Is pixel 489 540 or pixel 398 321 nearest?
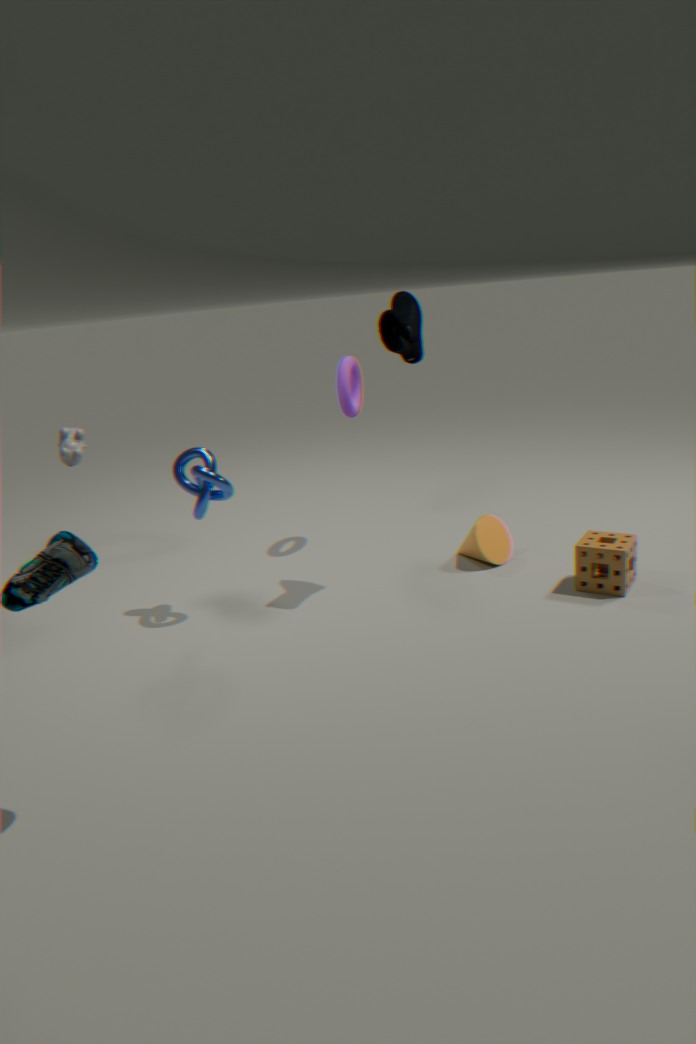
pixel 398 321
